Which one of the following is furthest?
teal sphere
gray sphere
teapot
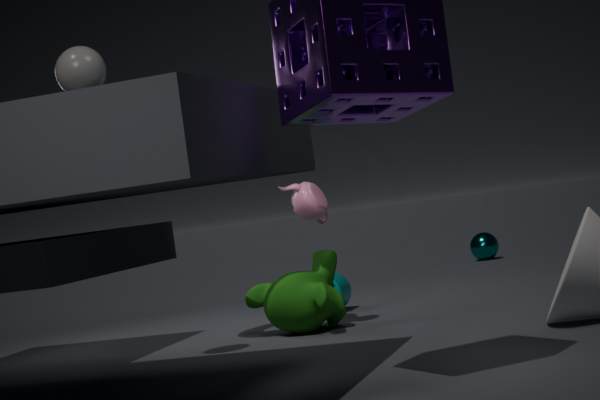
teal sphere
